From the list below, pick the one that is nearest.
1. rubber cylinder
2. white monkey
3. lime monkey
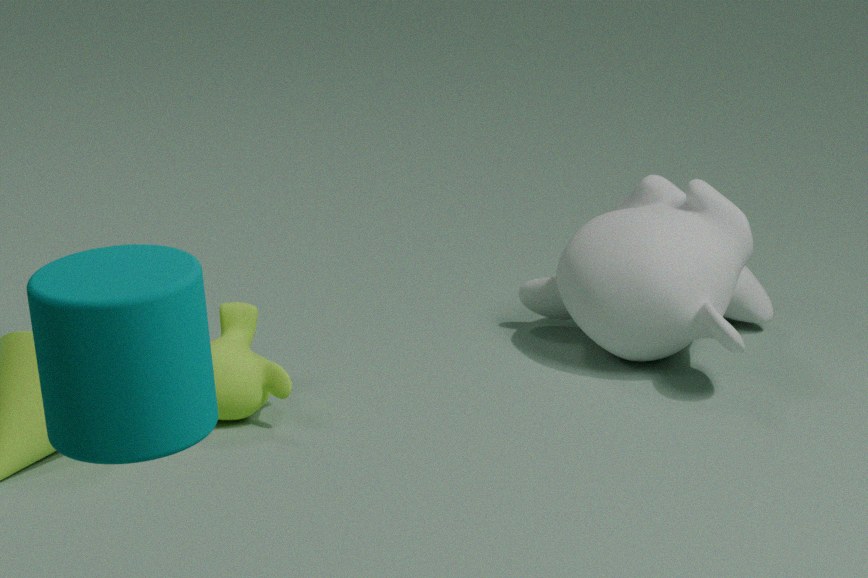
rubber cylinder
